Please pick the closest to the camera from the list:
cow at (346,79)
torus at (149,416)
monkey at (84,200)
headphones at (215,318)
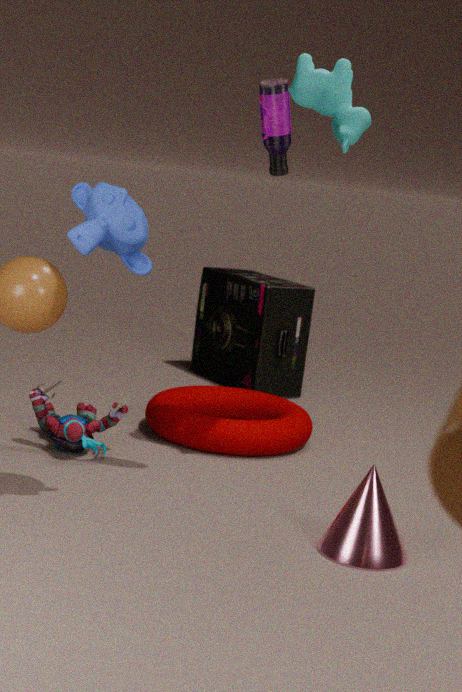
monkey at (84,200)
